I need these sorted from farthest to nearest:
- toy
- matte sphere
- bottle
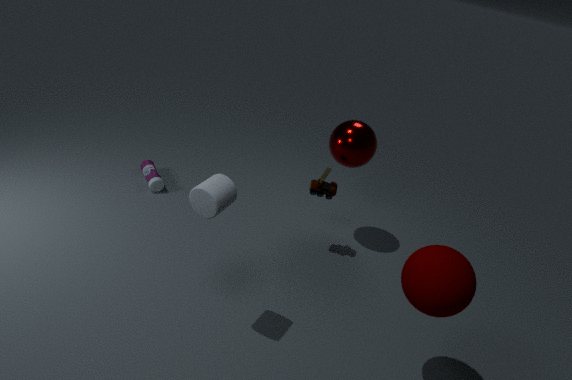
bottle < toy < matte sphere
